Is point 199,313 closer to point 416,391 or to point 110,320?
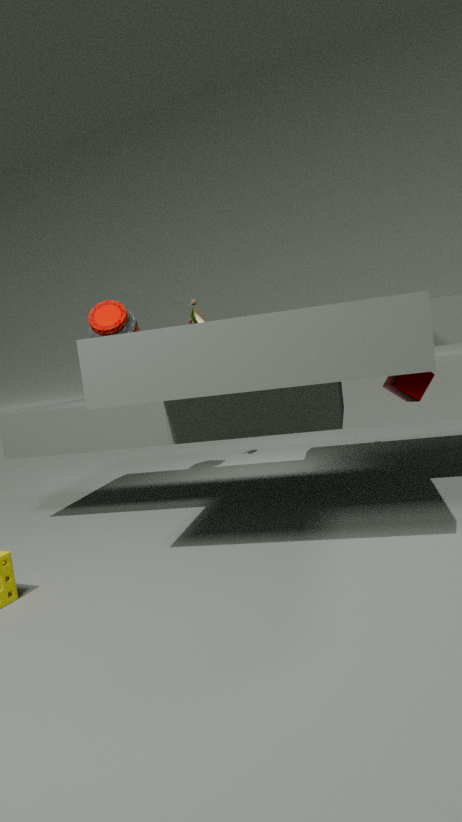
point 110,320
